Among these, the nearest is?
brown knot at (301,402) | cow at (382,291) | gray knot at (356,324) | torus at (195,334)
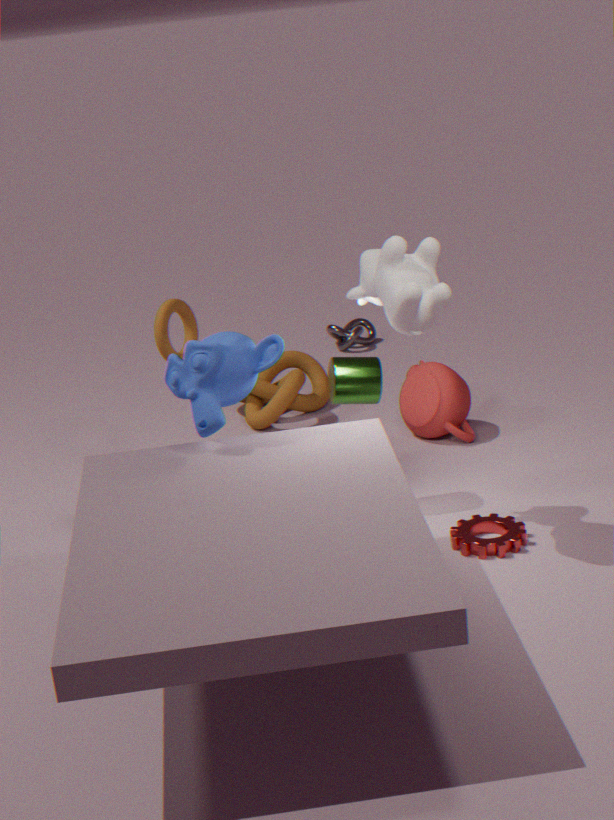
cow at (382,291)
